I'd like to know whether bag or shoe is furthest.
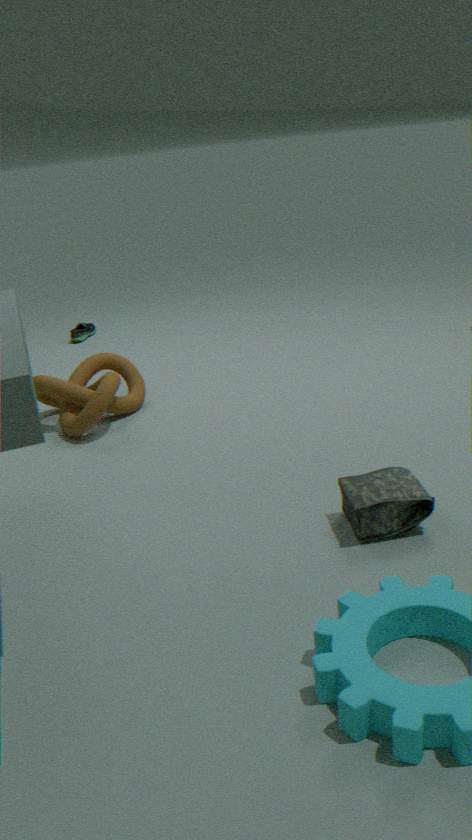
shoe
